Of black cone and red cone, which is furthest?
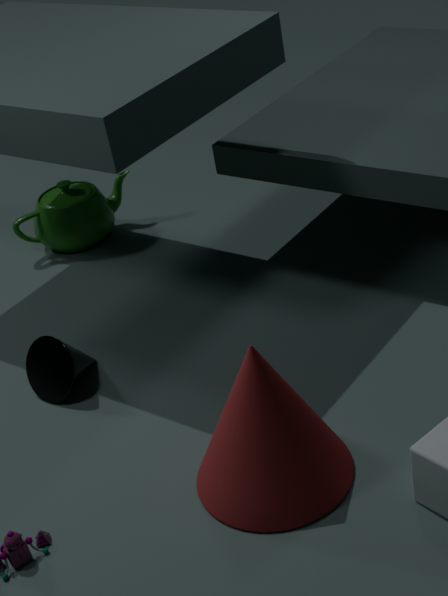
black cone
